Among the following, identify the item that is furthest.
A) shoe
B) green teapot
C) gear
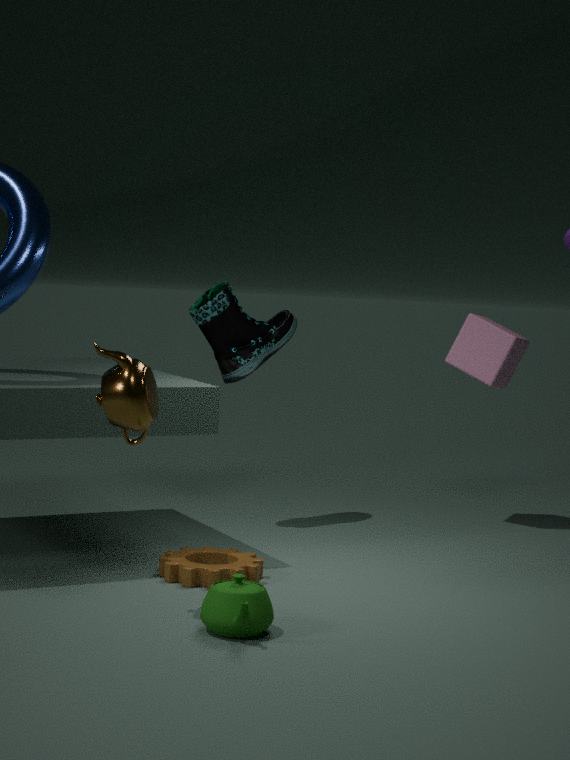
shoe
